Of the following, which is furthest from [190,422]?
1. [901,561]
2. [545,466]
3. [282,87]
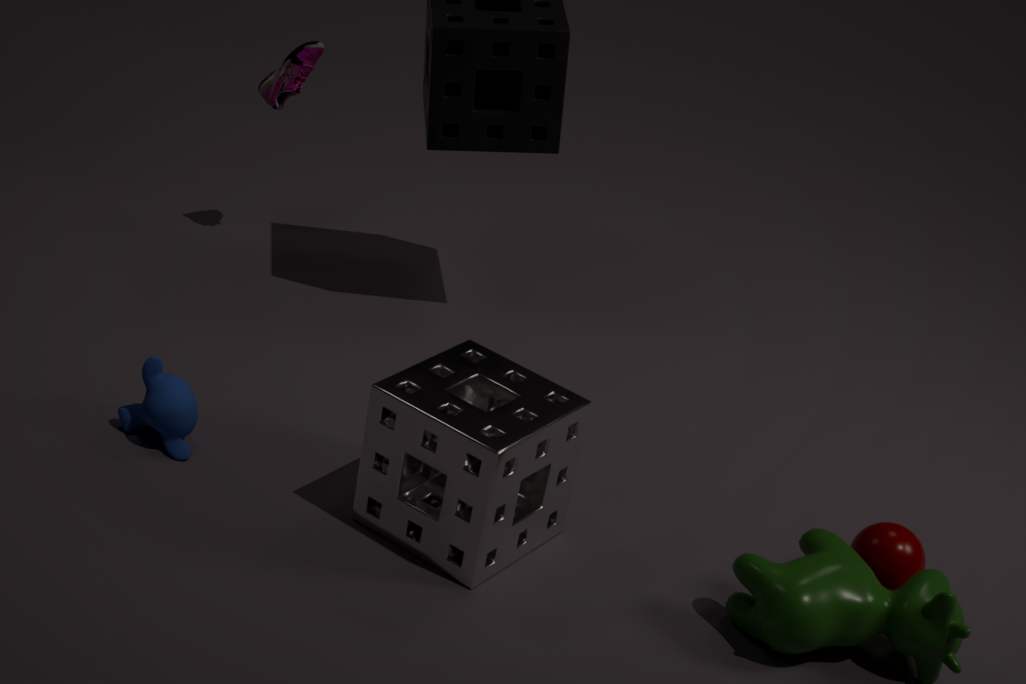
[901,561]
